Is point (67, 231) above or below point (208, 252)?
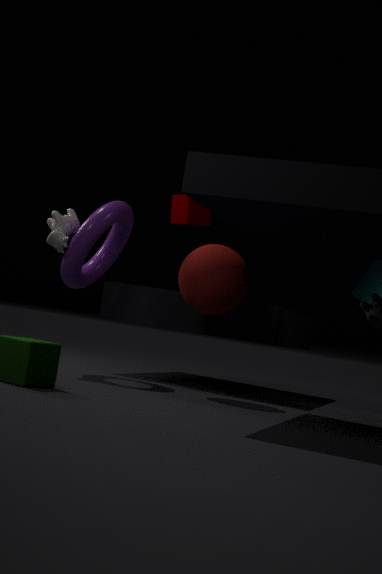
above
